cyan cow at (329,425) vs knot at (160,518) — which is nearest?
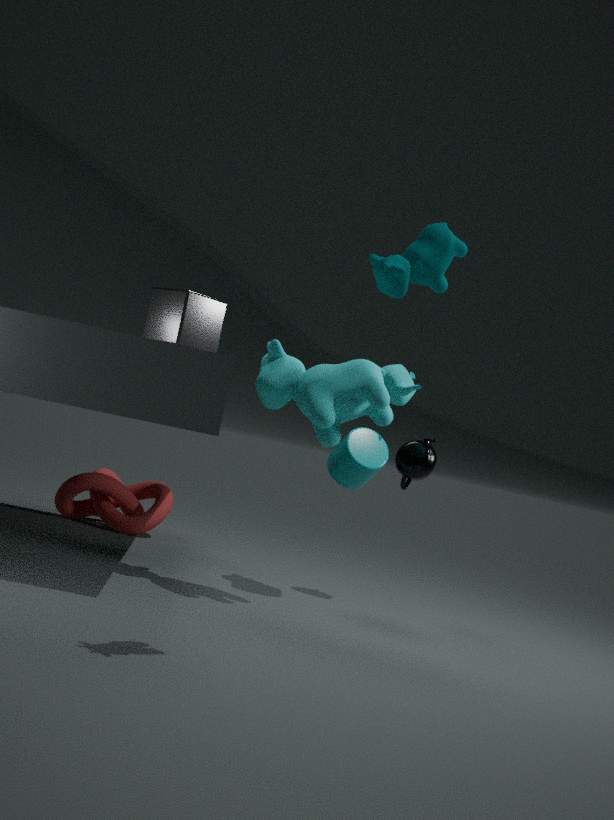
cyan cow at (329,425)
